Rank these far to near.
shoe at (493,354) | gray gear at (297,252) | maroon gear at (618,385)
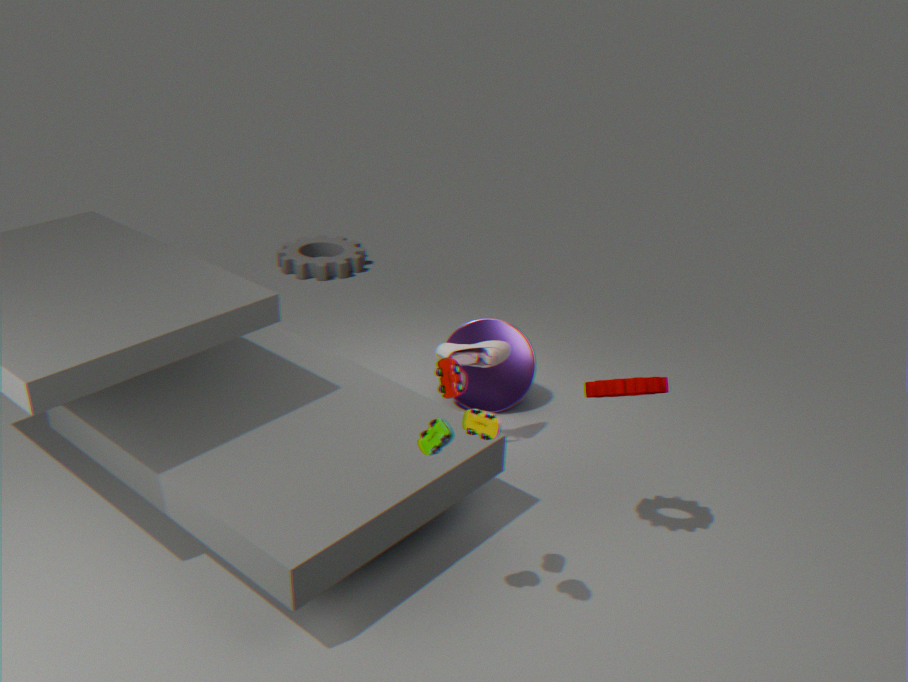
gray gear at (297,252), shoe at (493,354), maroon gear at (618,385)
